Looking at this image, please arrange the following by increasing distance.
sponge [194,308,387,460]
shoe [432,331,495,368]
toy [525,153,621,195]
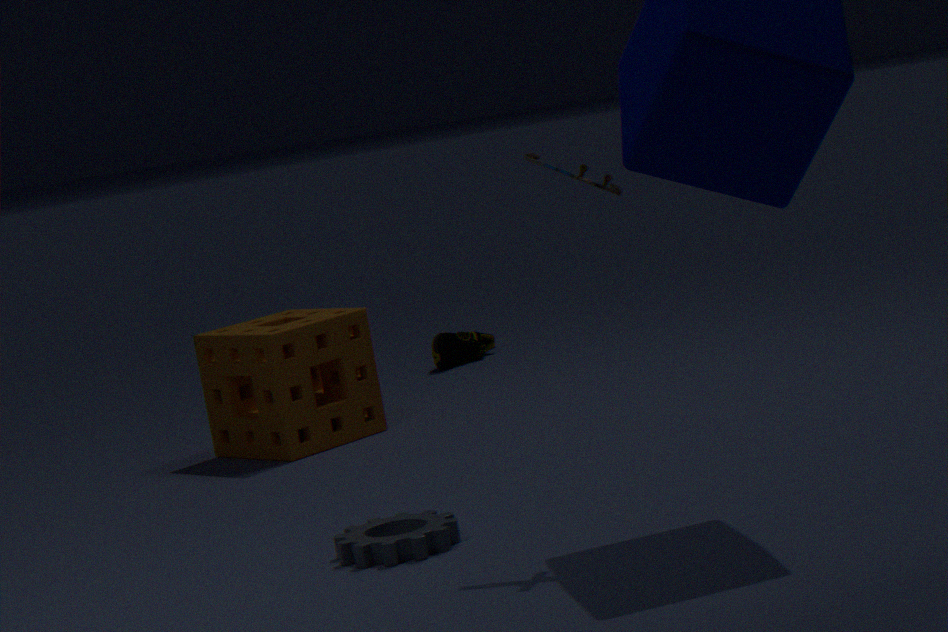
toy [525,153,621,195] → sponge [194,308,387,460] → shoe [432,331,495,368]
